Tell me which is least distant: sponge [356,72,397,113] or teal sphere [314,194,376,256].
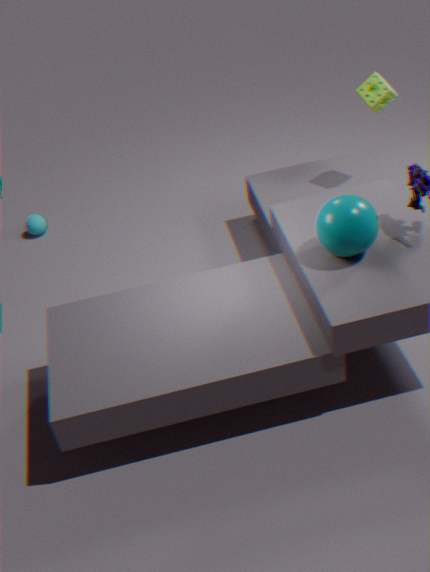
teal sphere [314,194,376,256]
